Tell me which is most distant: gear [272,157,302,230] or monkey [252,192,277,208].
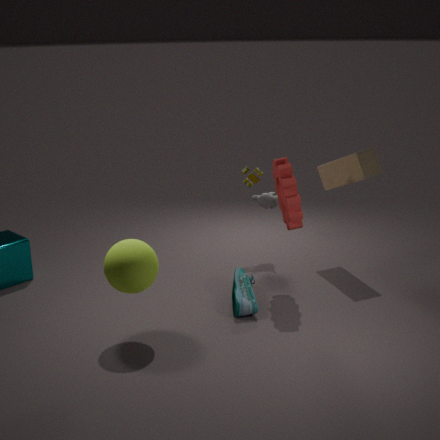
monkey [252,192,277,208]
